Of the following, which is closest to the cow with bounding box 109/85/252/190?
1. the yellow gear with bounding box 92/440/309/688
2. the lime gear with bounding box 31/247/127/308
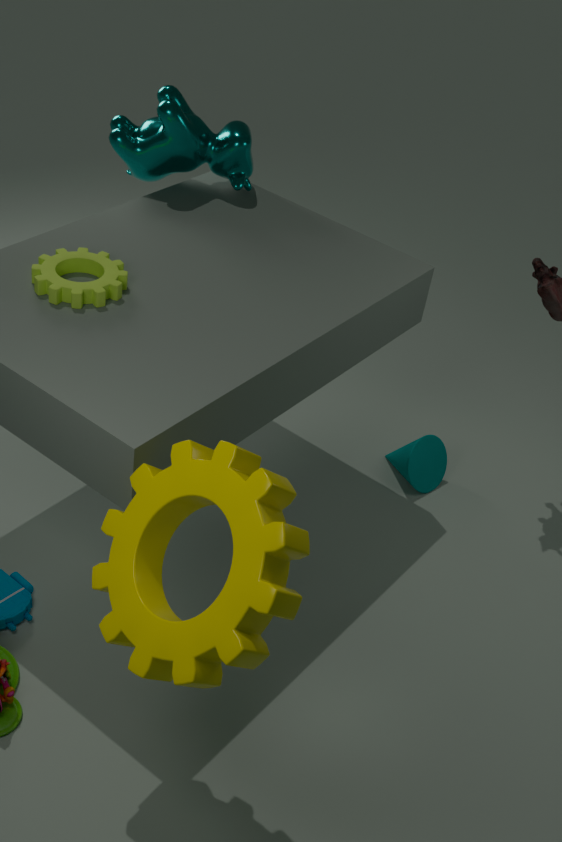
the lime gear with bounding box 31/247/127/308
